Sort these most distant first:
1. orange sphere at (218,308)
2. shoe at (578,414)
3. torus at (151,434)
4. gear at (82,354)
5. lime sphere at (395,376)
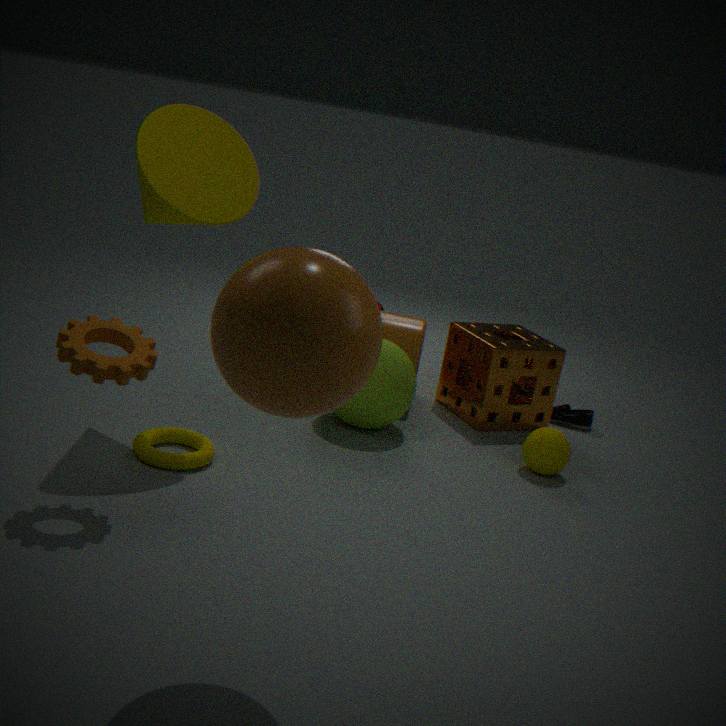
shoe at (578,414), lime sphere at (395,376), torus at (151,434), gear at (82,354), orange sphere at (218,308)
